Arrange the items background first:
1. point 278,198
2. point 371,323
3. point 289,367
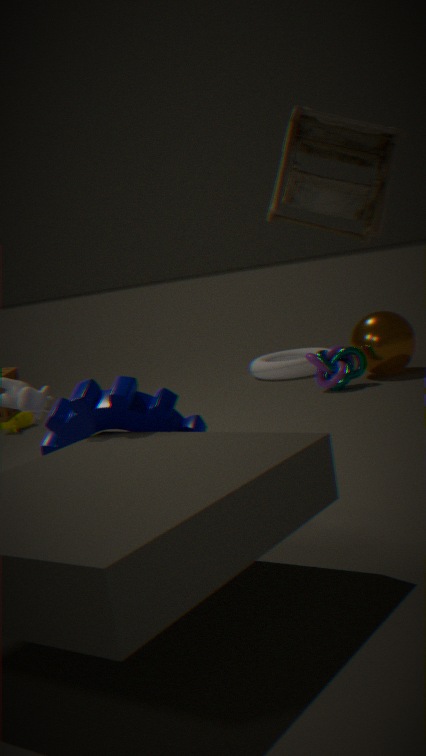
point 289,367 < point 371,323 < point 278,198
